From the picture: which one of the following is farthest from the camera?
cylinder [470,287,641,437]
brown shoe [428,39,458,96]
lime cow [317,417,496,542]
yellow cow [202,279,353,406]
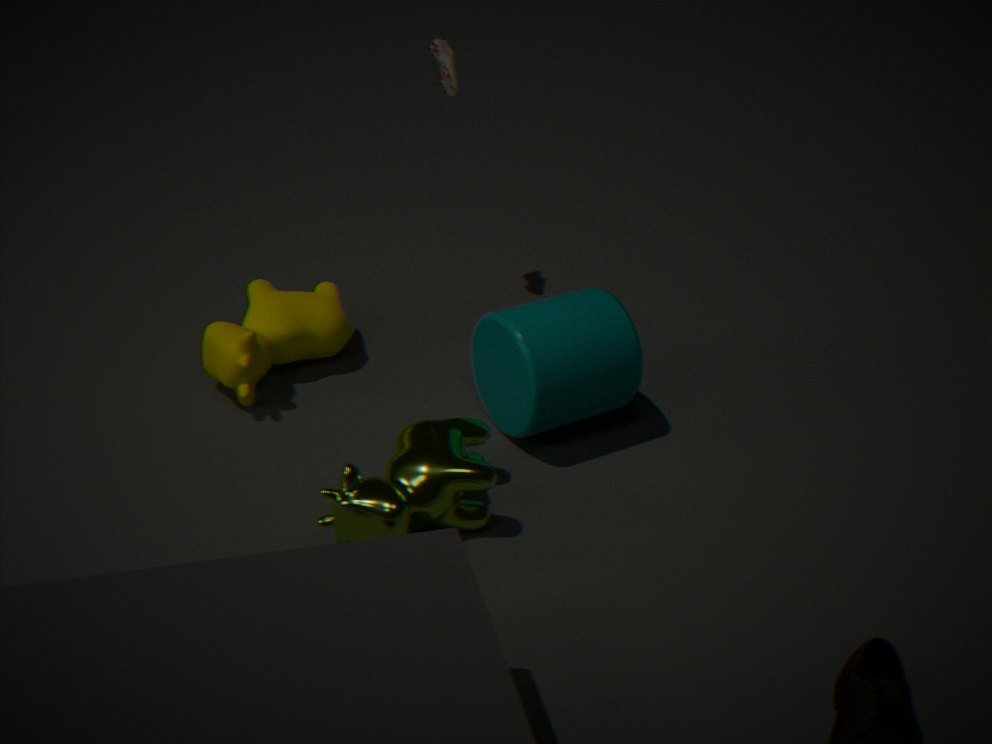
brown shoe [428,39,458,96]
